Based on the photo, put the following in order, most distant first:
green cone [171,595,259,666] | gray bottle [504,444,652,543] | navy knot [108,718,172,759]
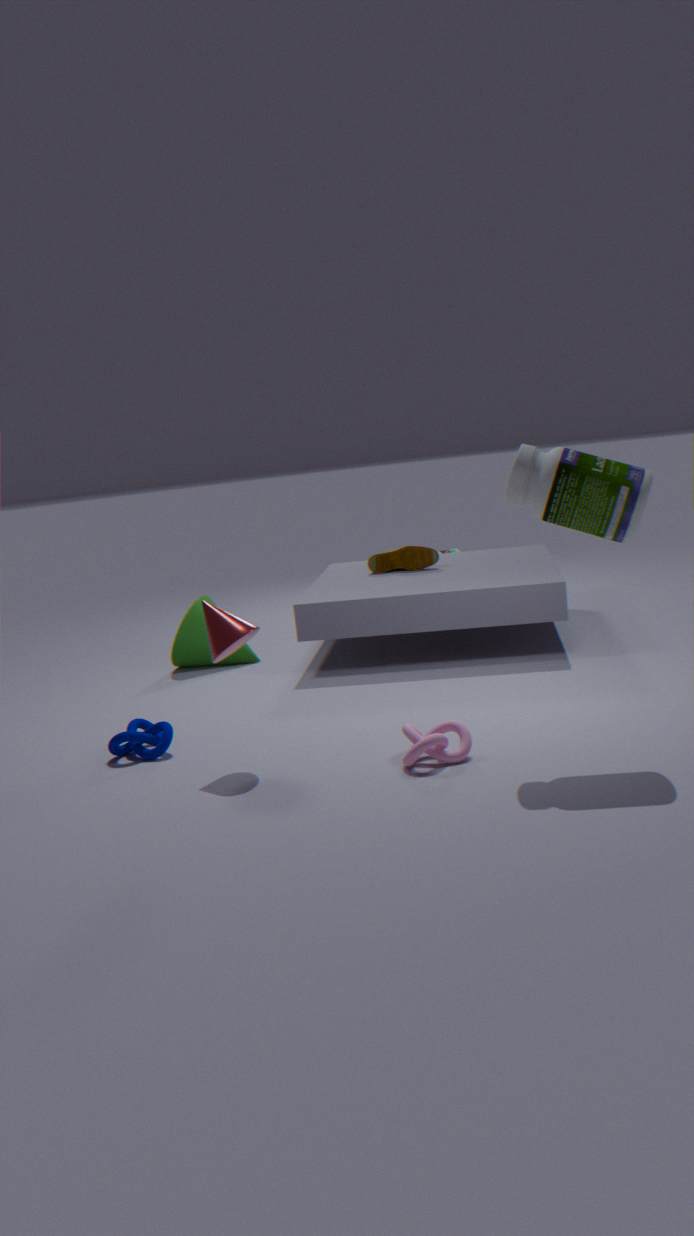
green cone [171,595,259,666], navy knot [108,718,172,759], gray bottle [504,444,652,543]
